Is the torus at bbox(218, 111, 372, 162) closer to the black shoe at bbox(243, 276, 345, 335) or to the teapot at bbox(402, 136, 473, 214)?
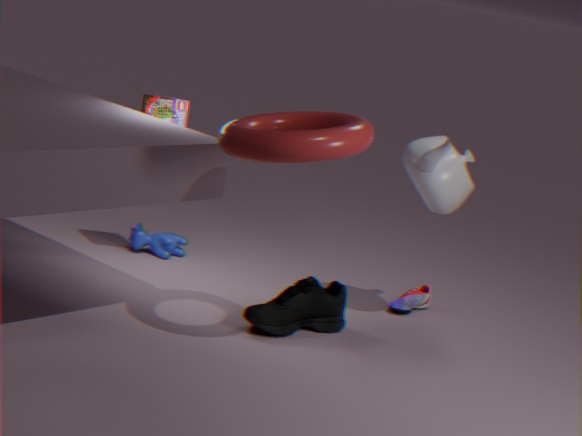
the teapot at bbox(402, 136, 473, 214)
